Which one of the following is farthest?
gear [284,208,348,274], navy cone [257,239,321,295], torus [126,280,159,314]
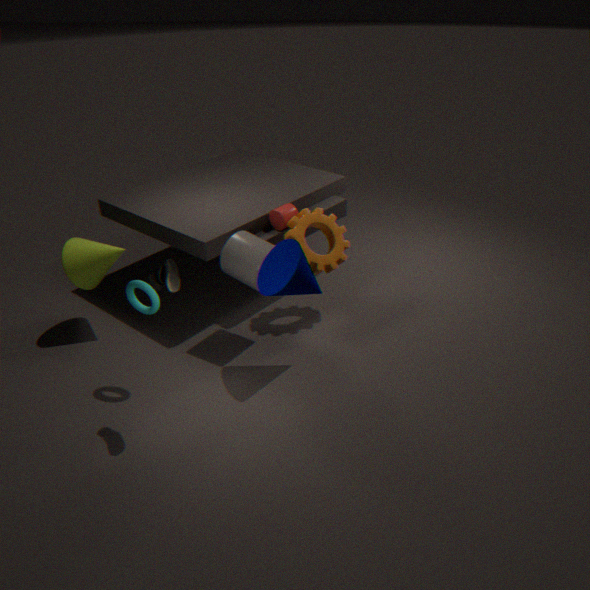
gear [284,208,348,274]
